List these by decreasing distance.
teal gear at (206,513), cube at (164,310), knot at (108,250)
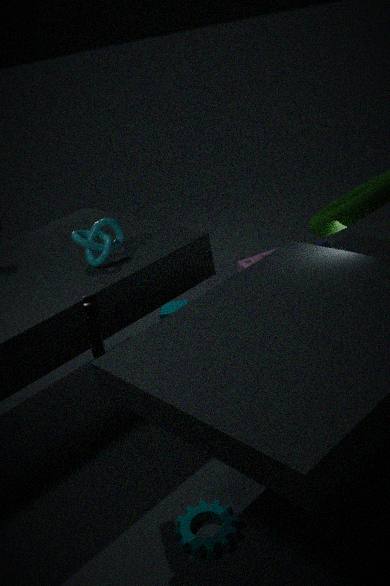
cube at (164,310), knot at (108,250), teal gear at (206,513)
